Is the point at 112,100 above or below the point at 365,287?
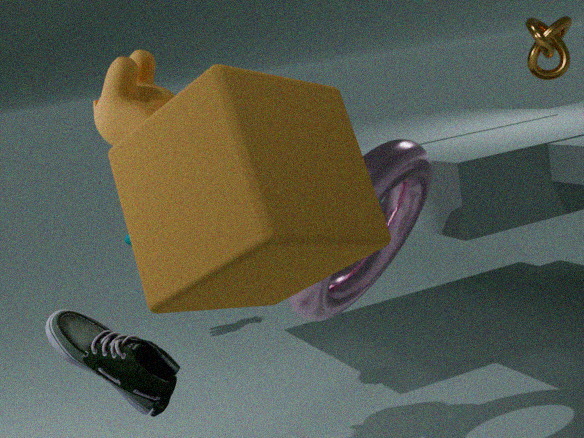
above
